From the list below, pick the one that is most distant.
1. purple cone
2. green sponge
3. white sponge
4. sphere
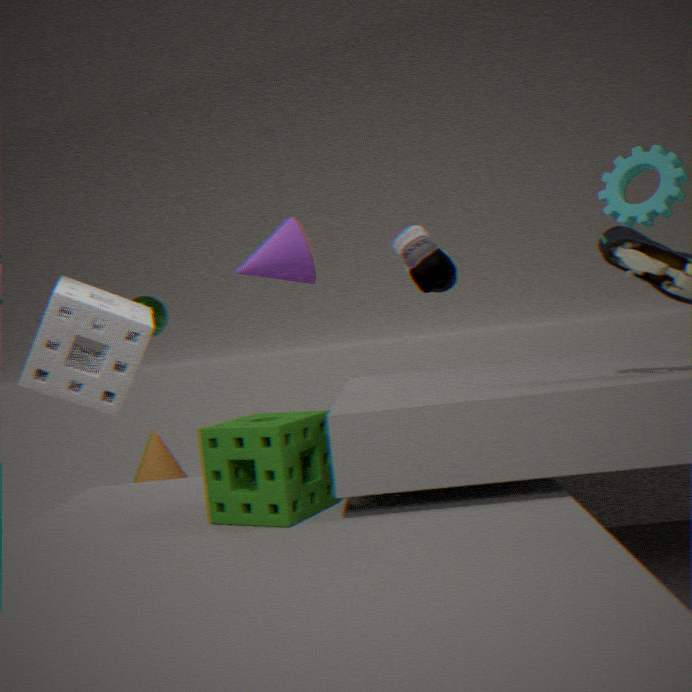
sphere
